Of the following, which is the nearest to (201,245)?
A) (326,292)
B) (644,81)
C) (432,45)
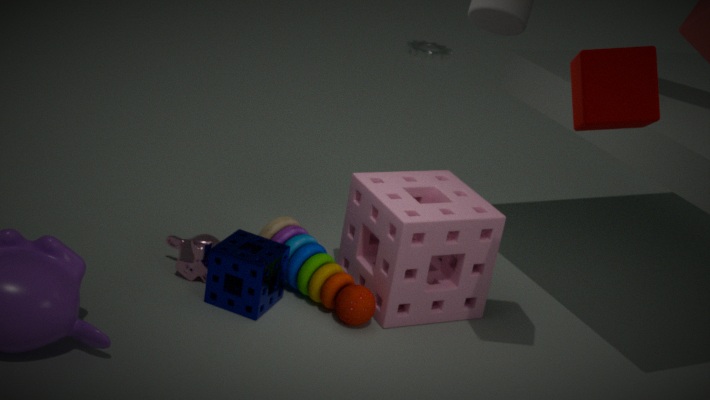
(326,292)
